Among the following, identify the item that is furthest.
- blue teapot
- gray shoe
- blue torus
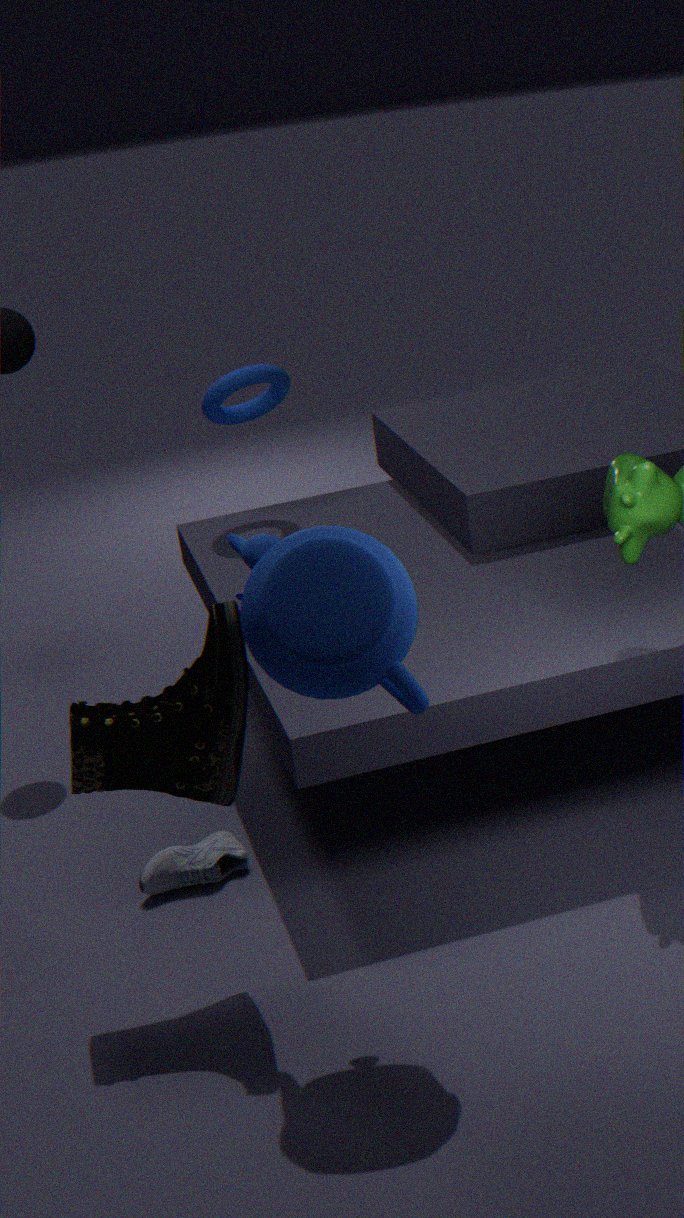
blue torus
